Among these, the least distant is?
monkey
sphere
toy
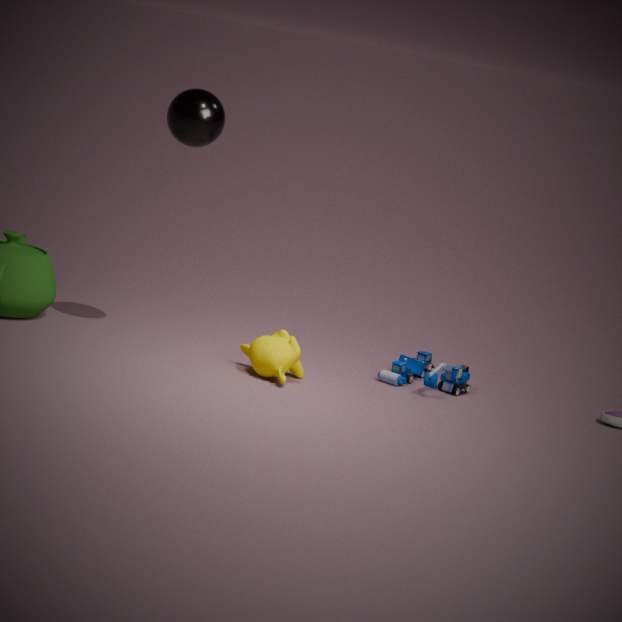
sphere
